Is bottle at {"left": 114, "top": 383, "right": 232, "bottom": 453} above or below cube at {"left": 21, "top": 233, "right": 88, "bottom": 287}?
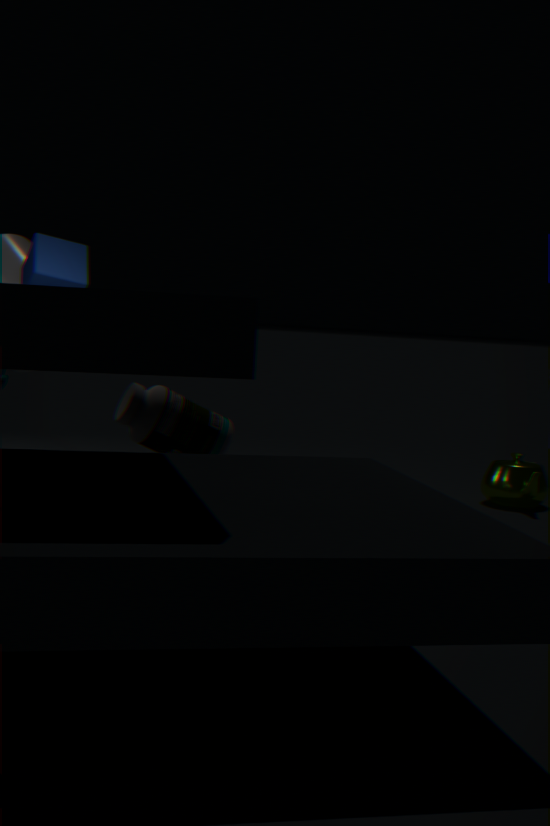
below
